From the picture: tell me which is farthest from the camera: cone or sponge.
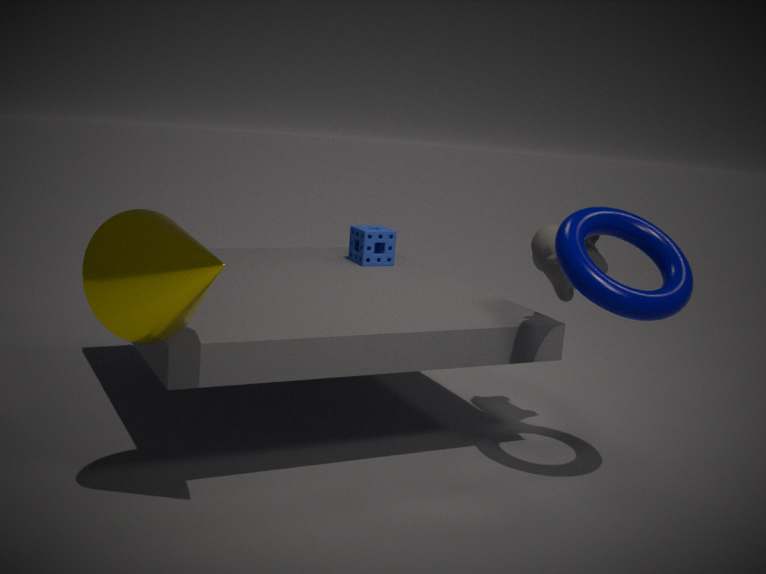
sponge
